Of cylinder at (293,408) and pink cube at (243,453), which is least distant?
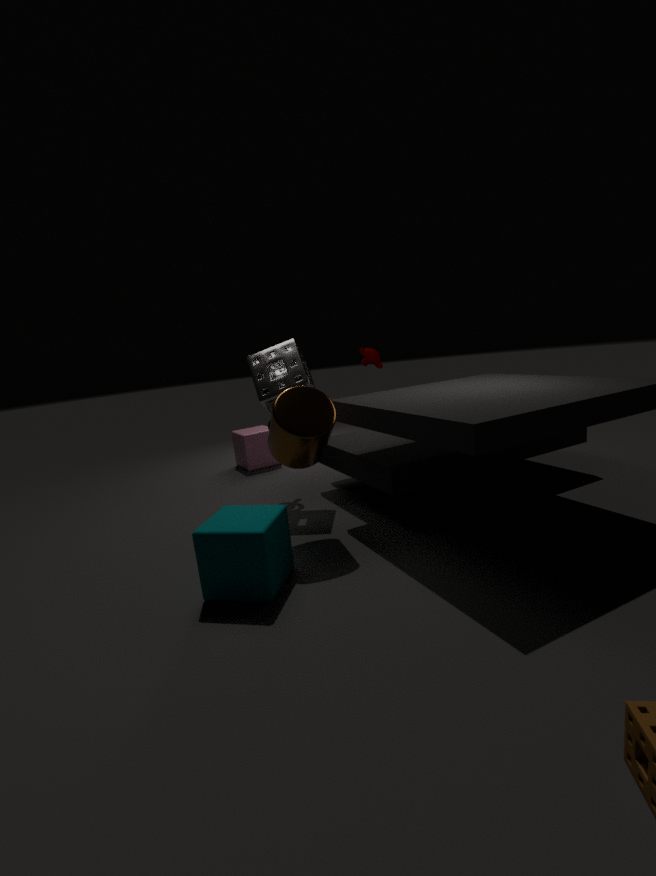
cylinder at (293,408)
